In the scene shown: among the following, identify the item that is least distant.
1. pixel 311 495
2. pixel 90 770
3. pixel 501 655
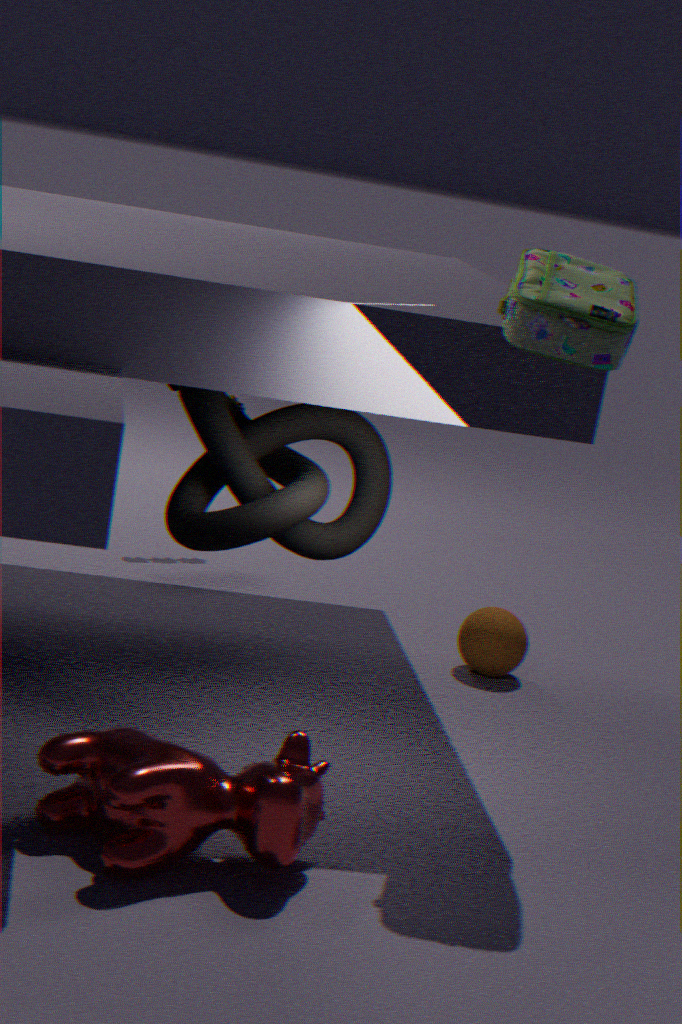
pixel 90 770
